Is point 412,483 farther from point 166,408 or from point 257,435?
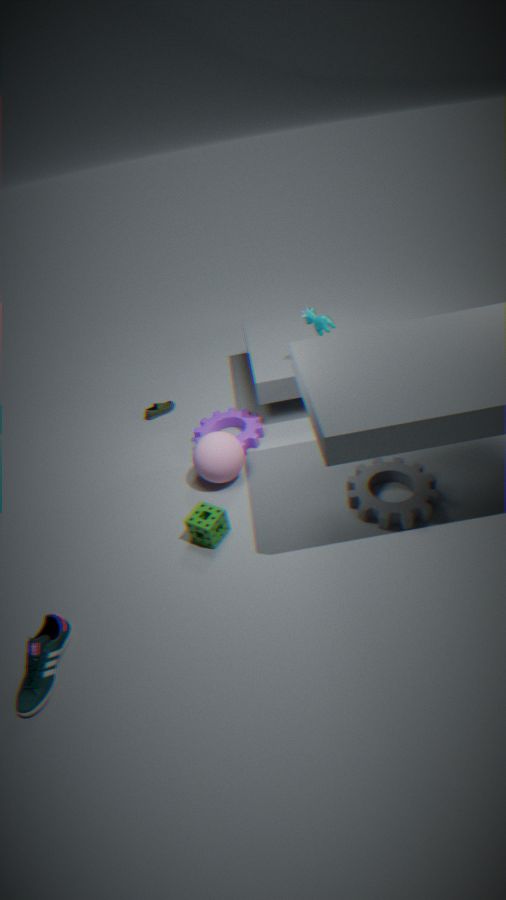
point 166,408
